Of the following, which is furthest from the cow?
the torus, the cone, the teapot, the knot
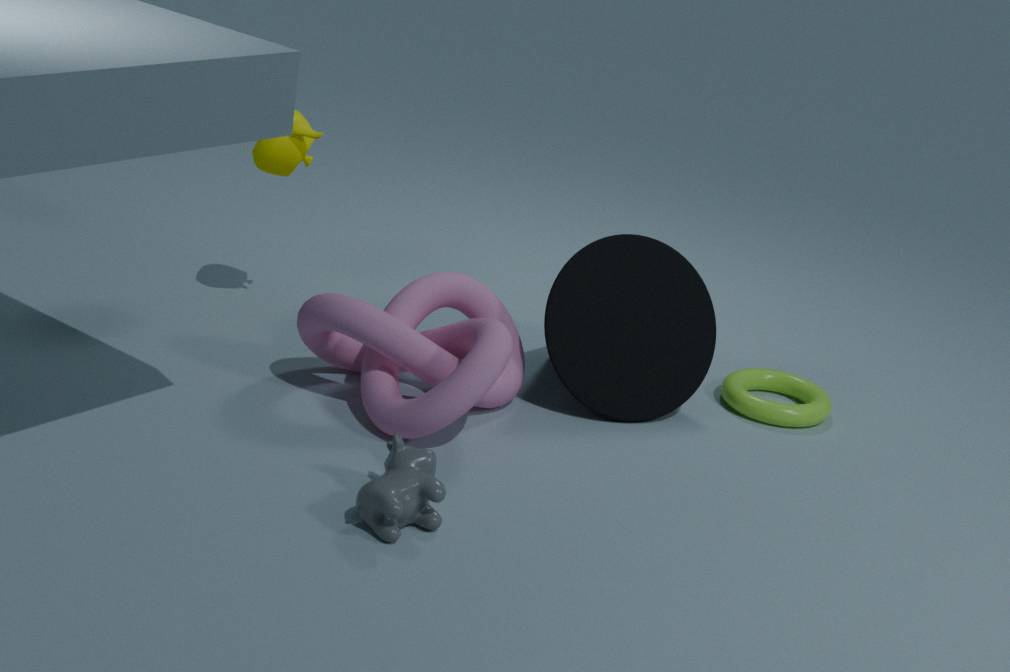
the torus
